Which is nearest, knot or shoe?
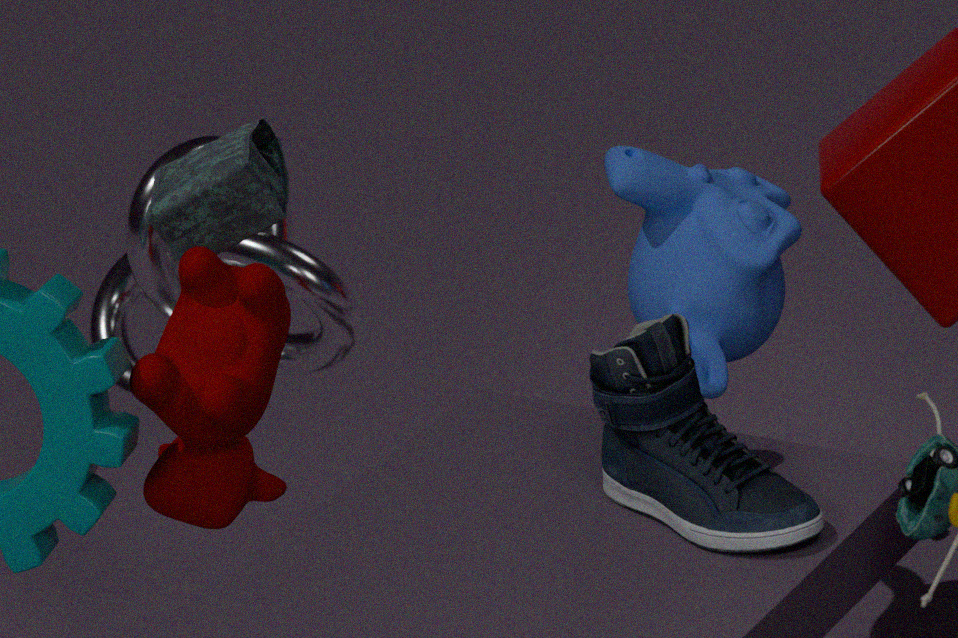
shoe
